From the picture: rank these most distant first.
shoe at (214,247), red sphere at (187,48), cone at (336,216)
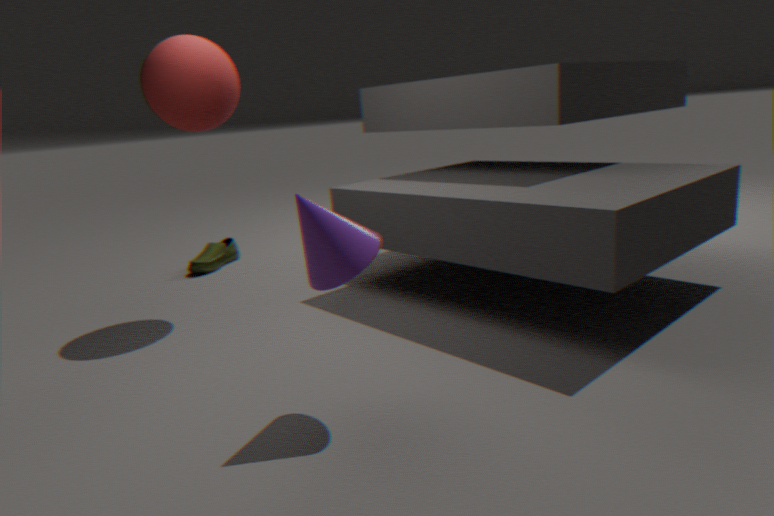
1. shoe at (214,247)
2. red sphere at (187,48)
3. cone at (336,216)
